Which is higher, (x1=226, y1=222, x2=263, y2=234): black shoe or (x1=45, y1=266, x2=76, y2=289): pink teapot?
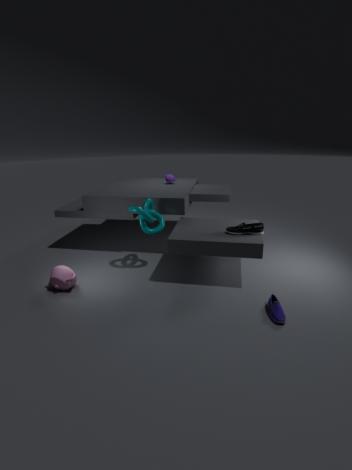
(x1=226, y1=222, x2=263, y2=234): black shoe
